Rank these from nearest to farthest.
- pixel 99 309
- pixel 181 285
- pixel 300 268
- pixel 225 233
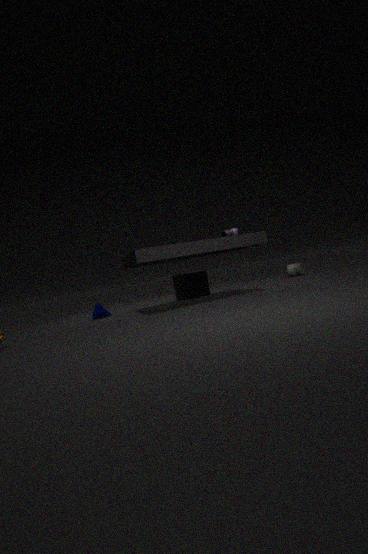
pixel 225 233
pixel 99 309
pixel 181 285
pixel 300 268
